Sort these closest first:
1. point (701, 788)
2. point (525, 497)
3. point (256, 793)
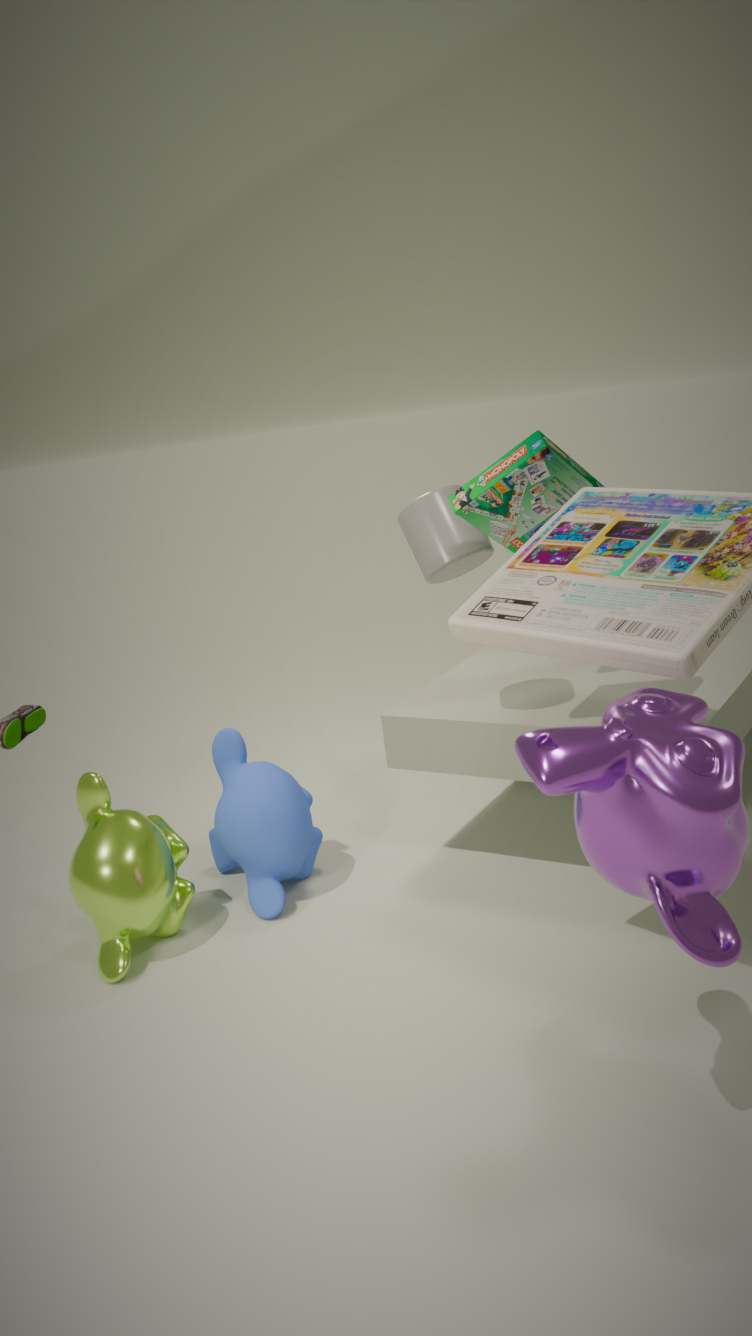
1. point (701, 788)
2. point (525, 497)
3. point (256, 793)
